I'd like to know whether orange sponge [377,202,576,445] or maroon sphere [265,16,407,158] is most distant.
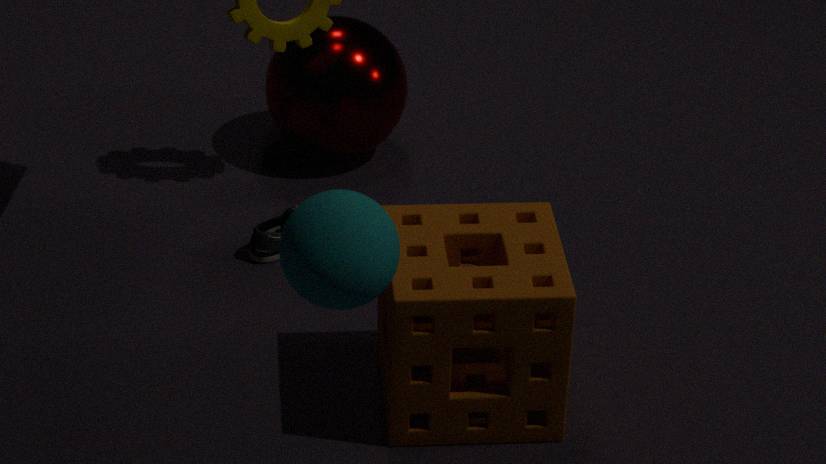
maroon sphere [265,16,407,158]
